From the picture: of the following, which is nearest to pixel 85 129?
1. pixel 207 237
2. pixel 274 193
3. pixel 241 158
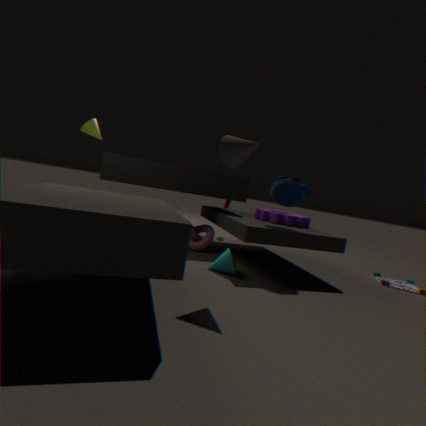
pixel 207 237
